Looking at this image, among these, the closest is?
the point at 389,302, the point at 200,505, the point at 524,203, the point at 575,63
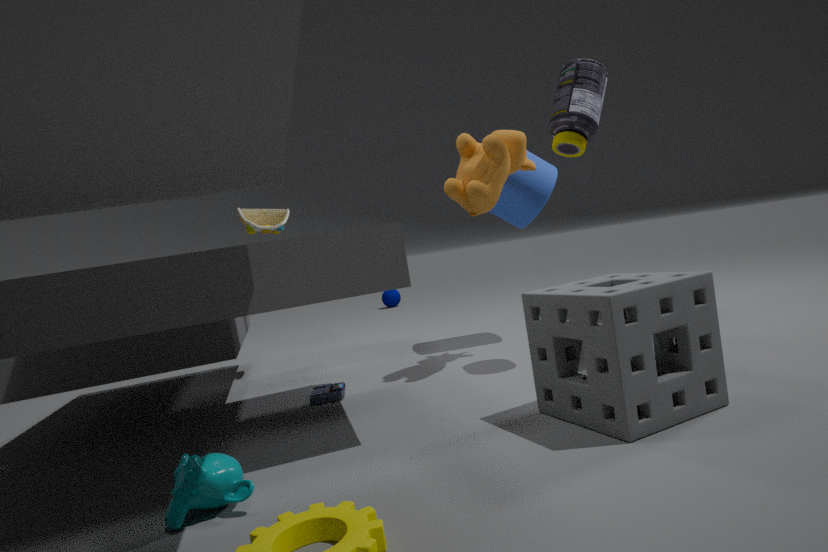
the point at 200,505
